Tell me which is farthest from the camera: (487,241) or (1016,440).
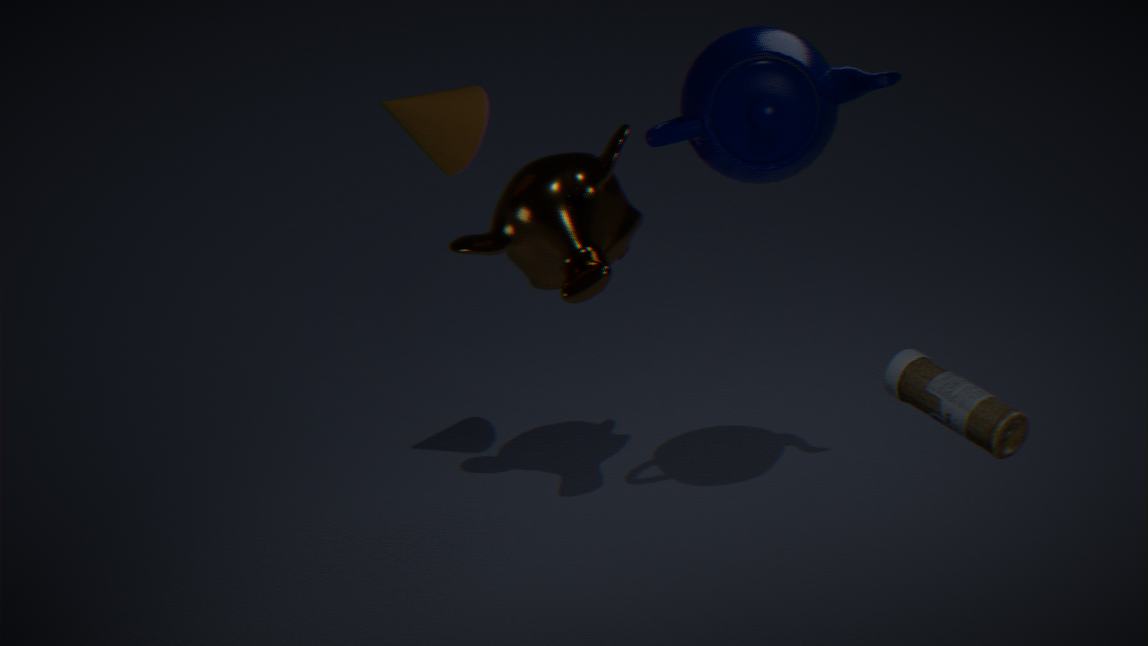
(487,241)
